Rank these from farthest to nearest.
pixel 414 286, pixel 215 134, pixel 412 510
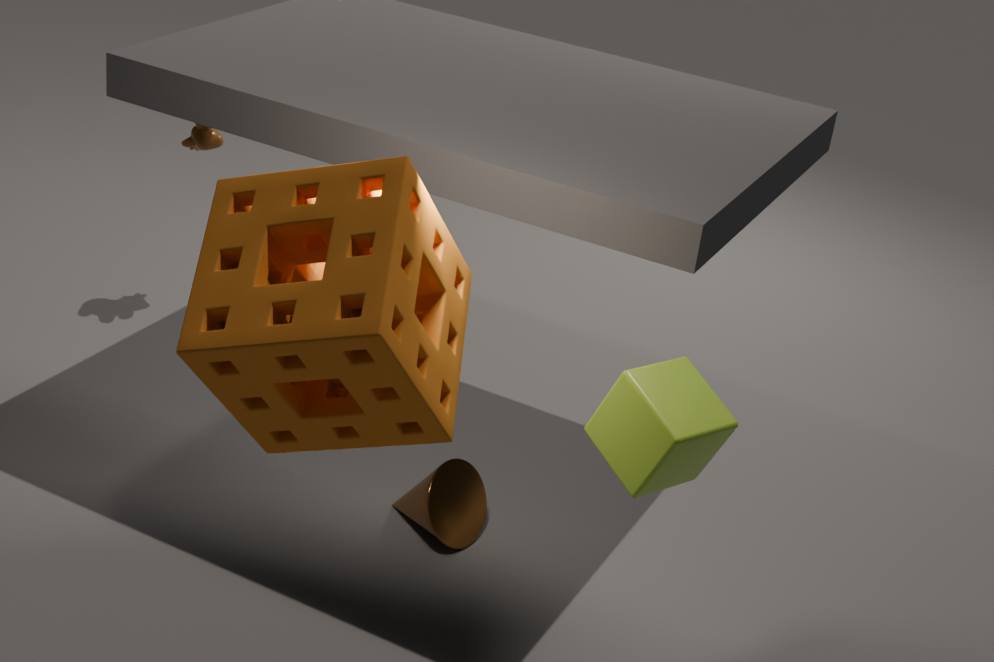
pixel 215 134 < pixel 412 510 < pixel 414 286
